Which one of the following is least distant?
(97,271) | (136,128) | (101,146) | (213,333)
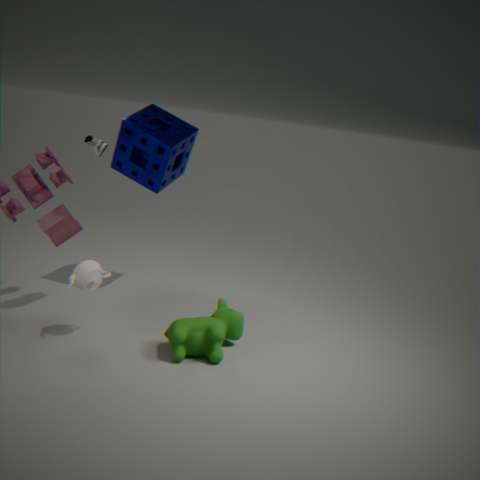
(213,333)
